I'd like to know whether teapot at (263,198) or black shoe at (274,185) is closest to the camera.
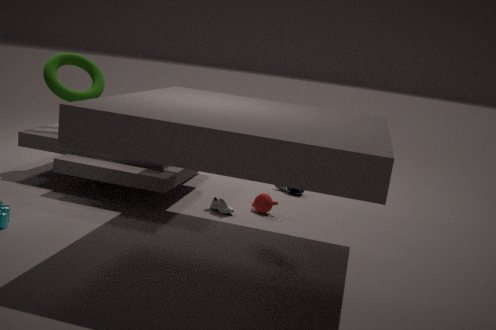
teapot at (263,198)
